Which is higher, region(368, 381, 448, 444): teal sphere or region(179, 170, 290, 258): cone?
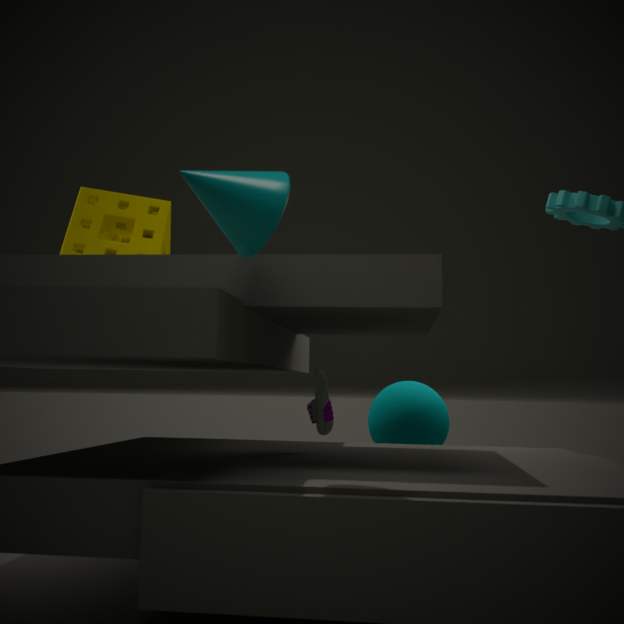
region(179, 170, 290, 258): cone
